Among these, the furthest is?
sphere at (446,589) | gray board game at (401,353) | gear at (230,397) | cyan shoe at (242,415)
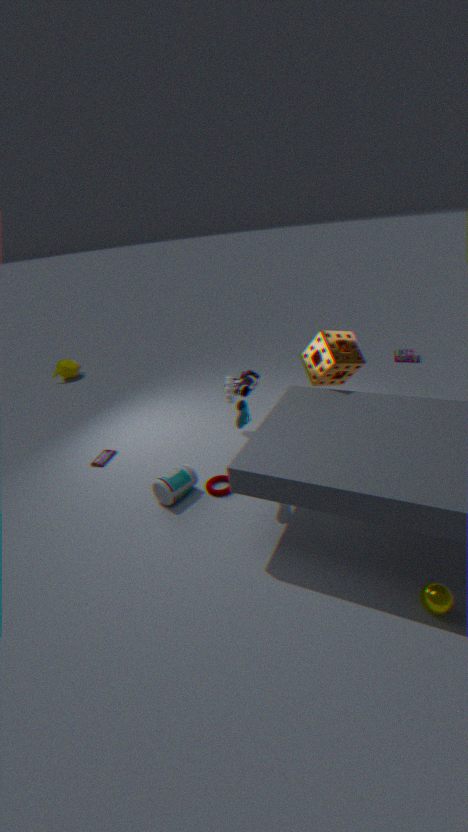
gray board game at (401,353)
